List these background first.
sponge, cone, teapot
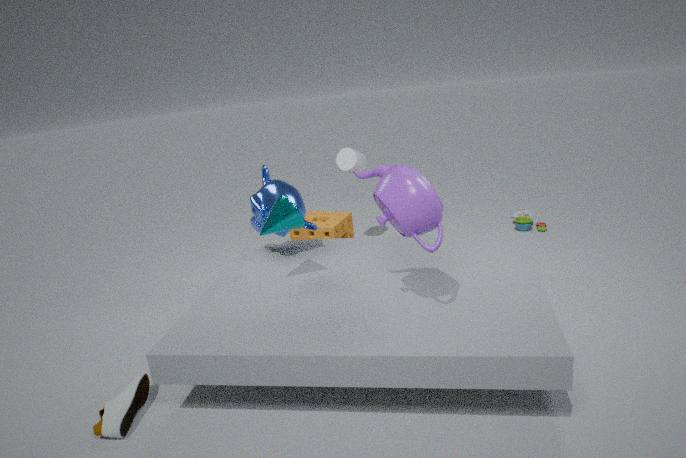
sponge → cone → teapot
